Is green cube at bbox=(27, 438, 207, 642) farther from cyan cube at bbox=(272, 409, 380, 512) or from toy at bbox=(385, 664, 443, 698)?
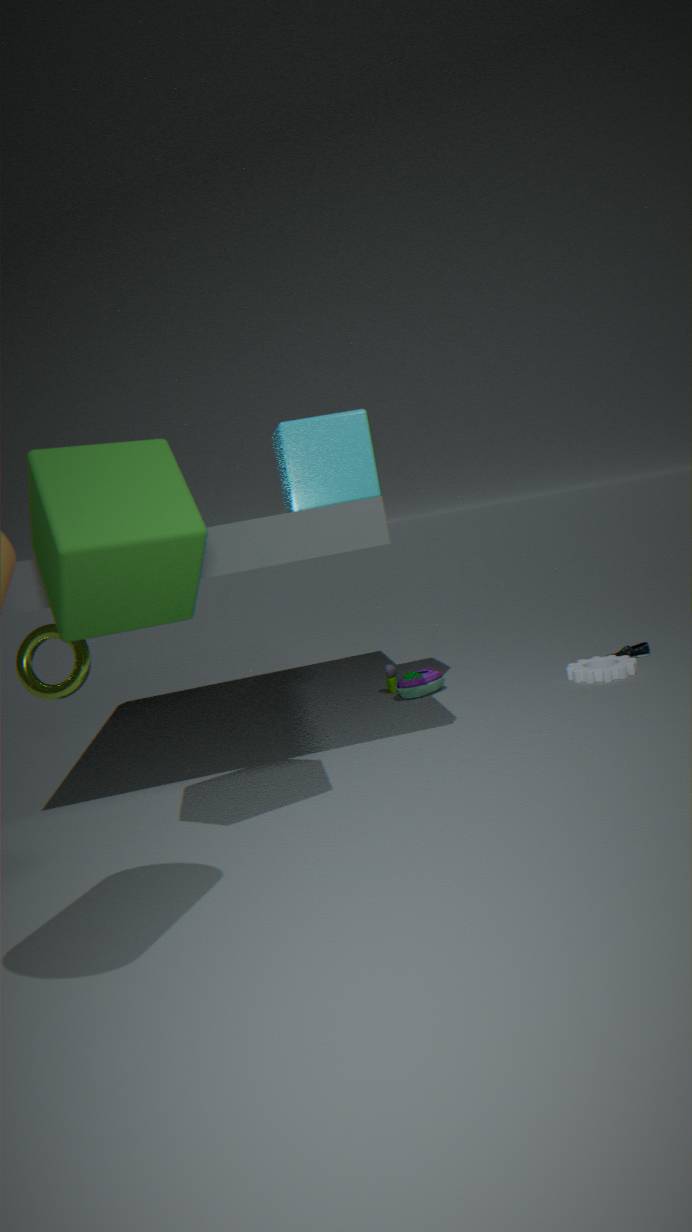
toy at bbox=(385, 664, 443, 698)
